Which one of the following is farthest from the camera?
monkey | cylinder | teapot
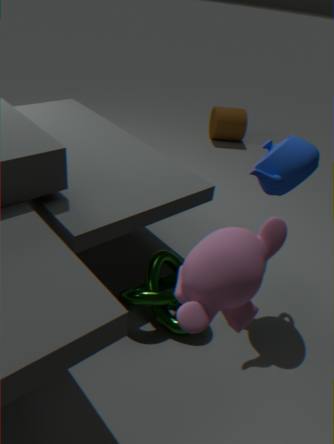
cylinder
